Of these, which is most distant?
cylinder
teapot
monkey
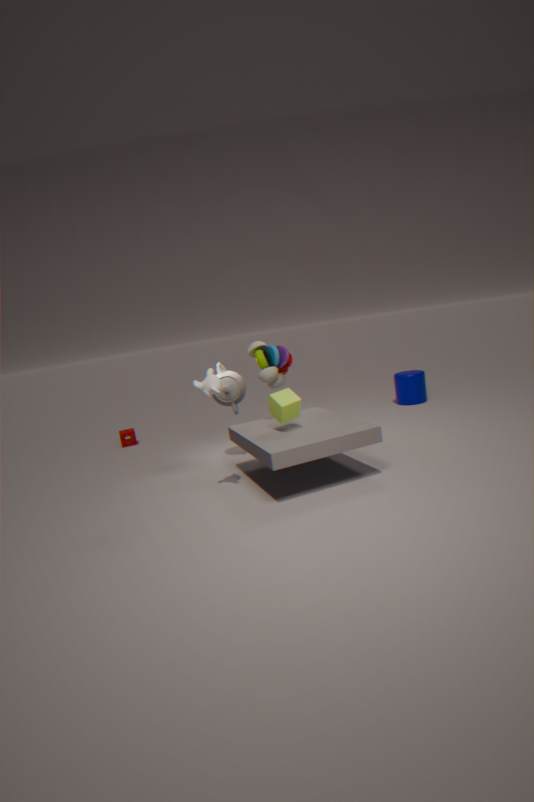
cylinder
